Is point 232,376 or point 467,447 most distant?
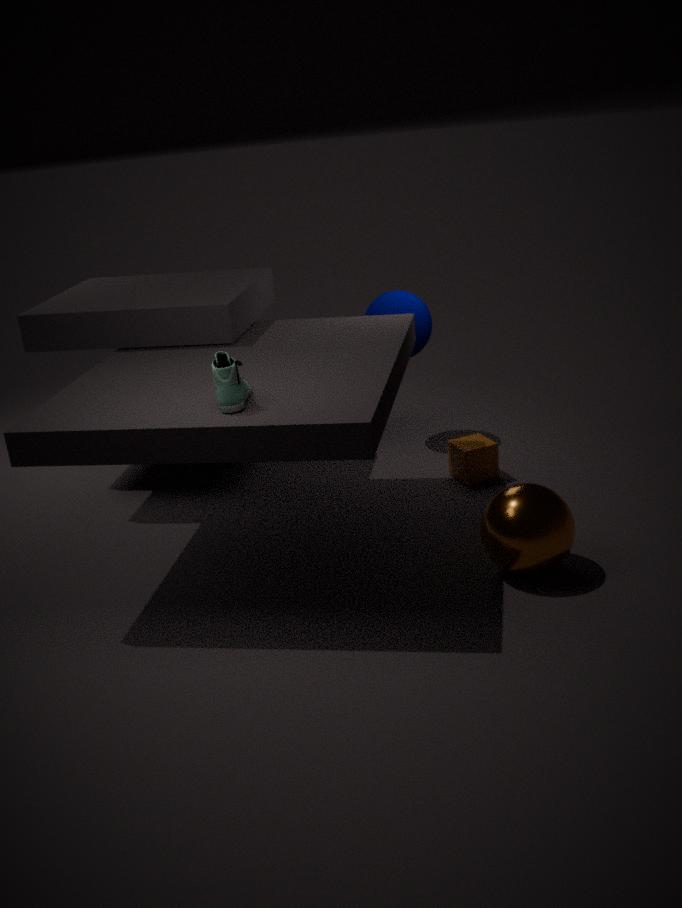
point 467,447
